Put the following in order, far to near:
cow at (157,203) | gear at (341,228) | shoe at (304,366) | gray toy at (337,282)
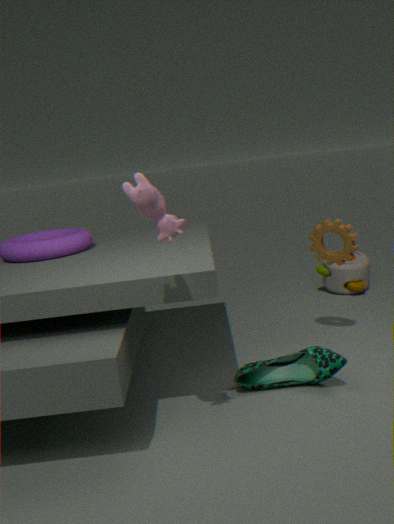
1. gray toy at (337,282)
2. gear at (341,228)
3. shoe at (304,366)
4. cow at (157,203)
